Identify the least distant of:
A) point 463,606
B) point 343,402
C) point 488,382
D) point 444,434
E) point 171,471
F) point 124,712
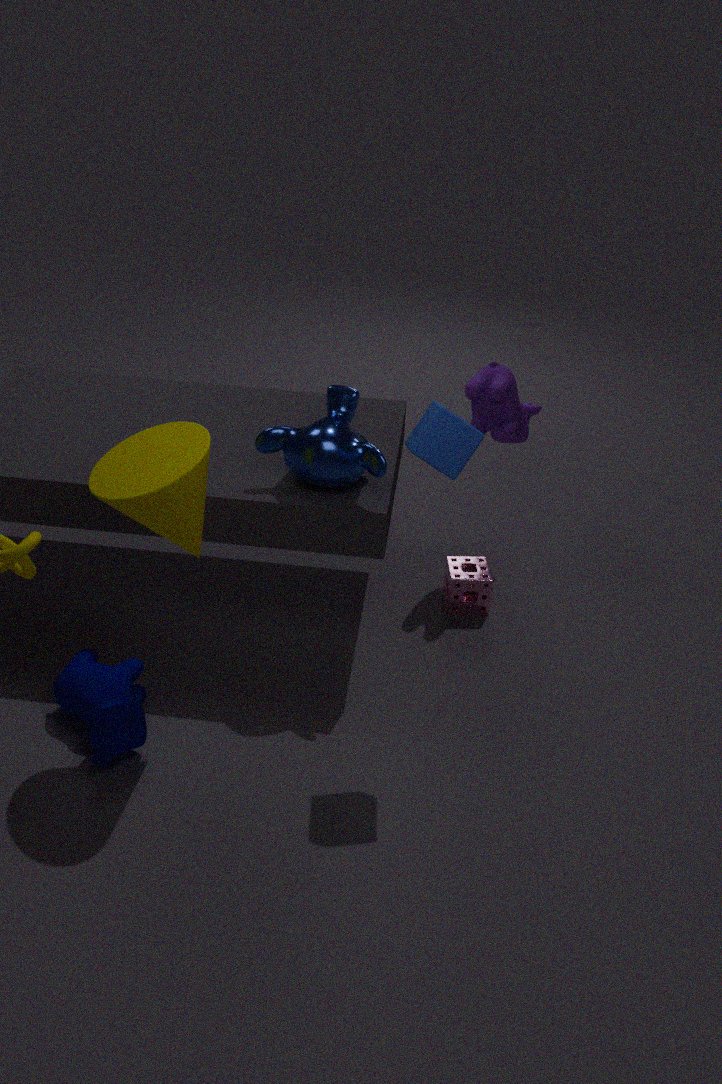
point 171,471
